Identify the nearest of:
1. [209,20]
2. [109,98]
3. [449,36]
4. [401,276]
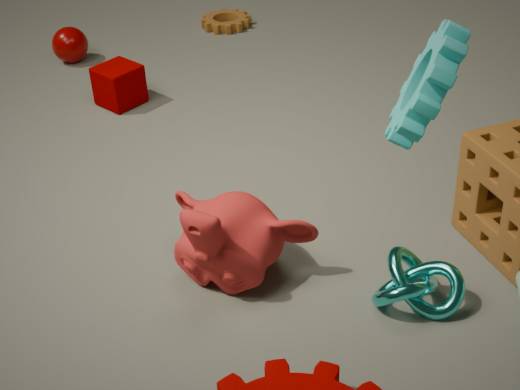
[449,36]
